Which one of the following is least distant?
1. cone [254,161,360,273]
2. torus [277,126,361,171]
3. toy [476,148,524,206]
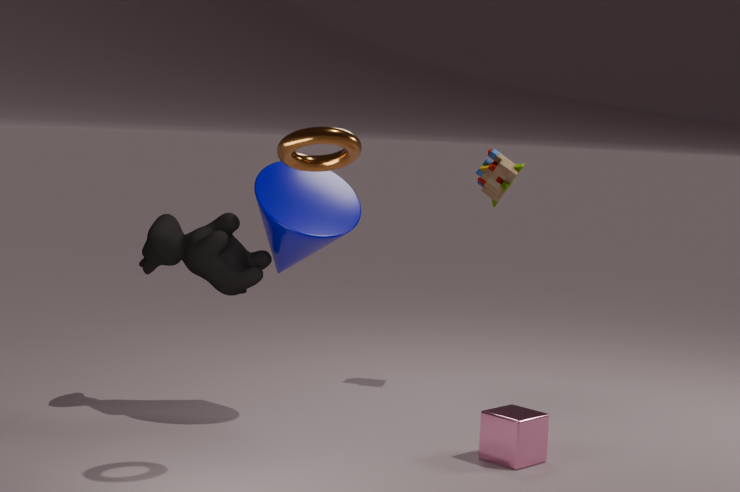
torus [277,126,361,171]
